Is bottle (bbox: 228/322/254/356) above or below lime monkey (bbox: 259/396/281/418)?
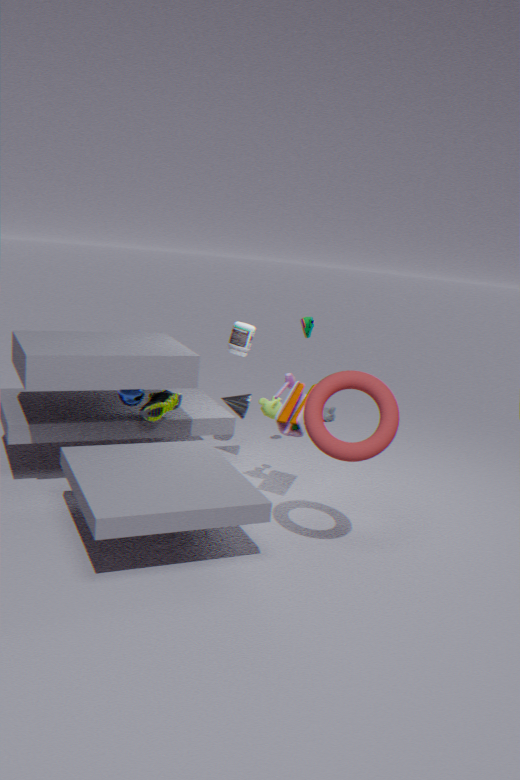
above
